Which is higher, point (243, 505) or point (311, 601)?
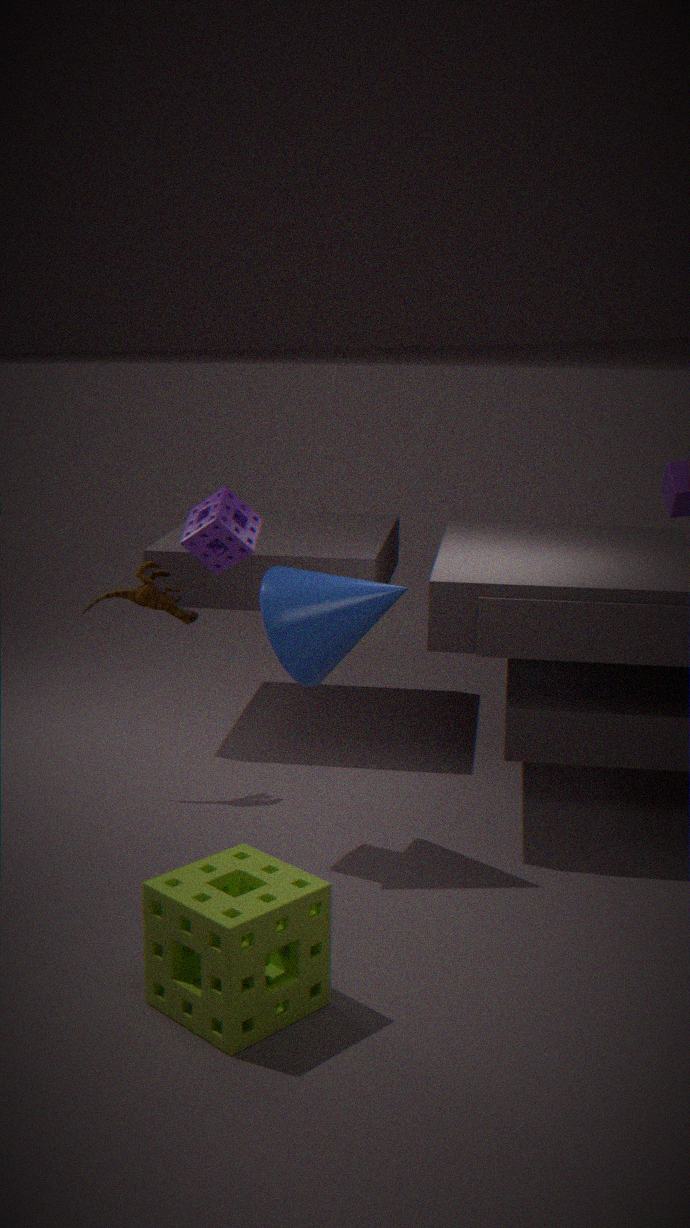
point (243, 505)
